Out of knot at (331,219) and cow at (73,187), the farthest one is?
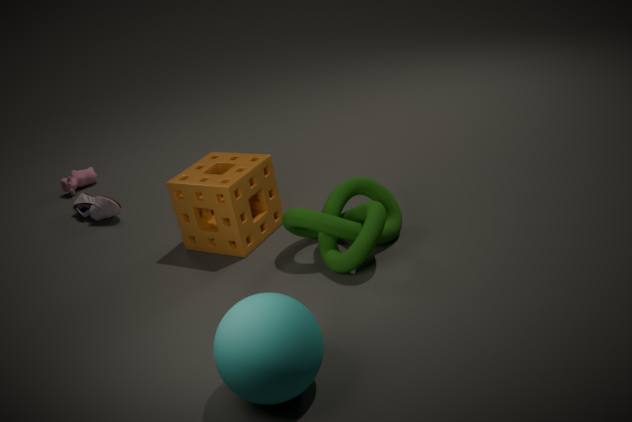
cow at (73,187)
